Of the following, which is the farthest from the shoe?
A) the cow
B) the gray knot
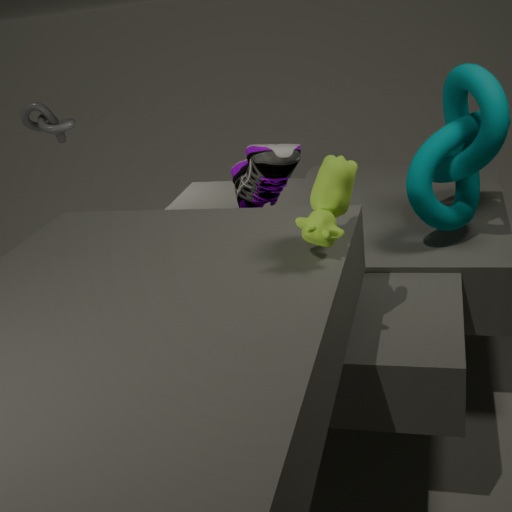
the gray knot
